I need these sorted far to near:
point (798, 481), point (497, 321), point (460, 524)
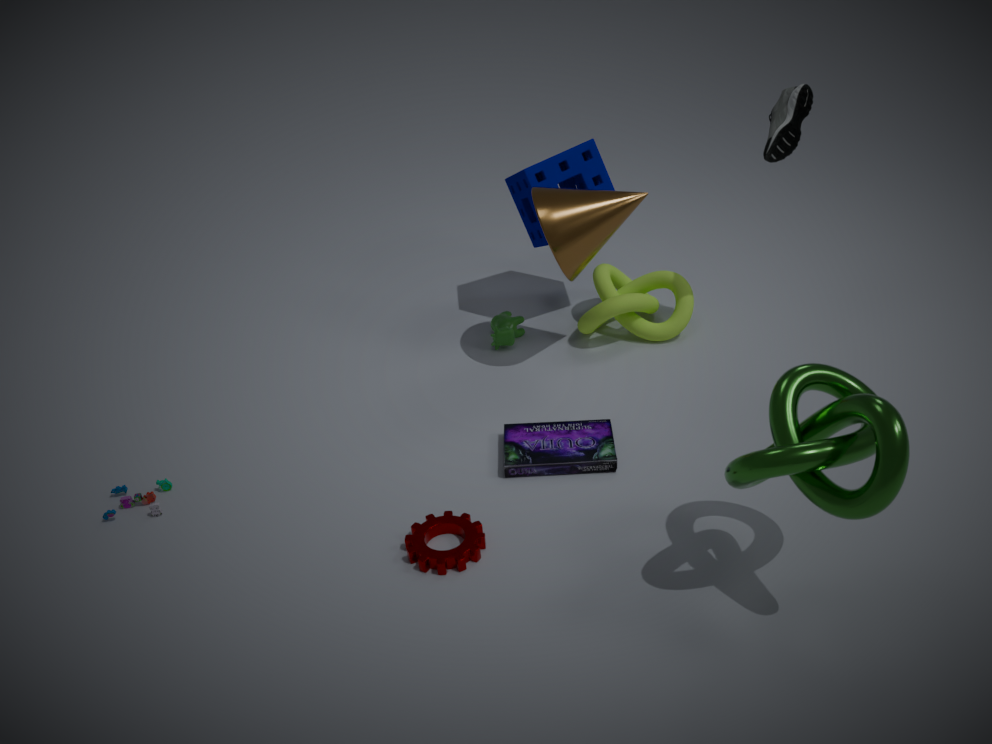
point (497, 321) → point (460, 524) → point (798, 481)
